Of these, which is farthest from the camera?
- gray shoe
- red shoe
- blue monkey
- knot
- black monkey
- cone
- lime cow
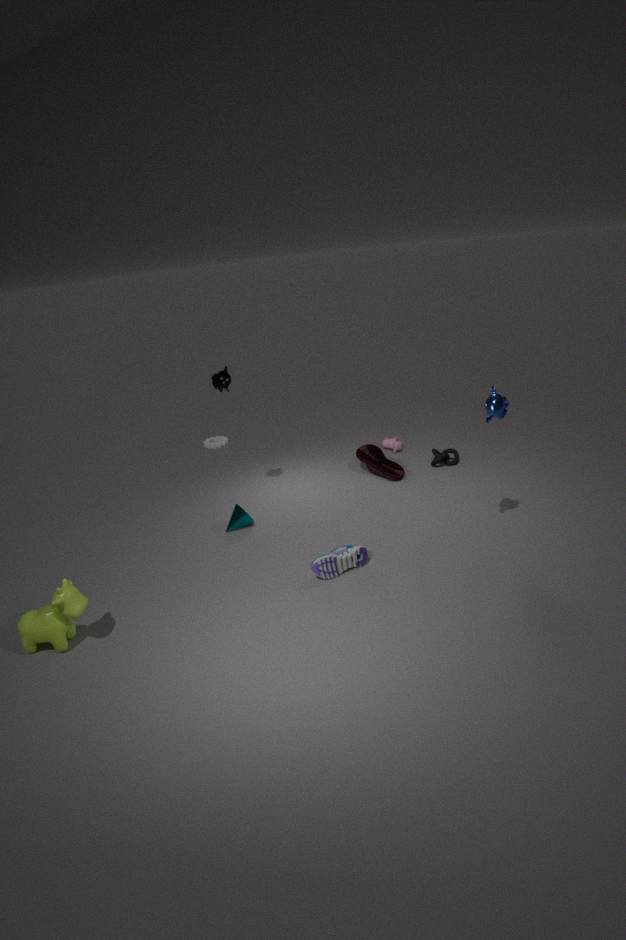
knot
